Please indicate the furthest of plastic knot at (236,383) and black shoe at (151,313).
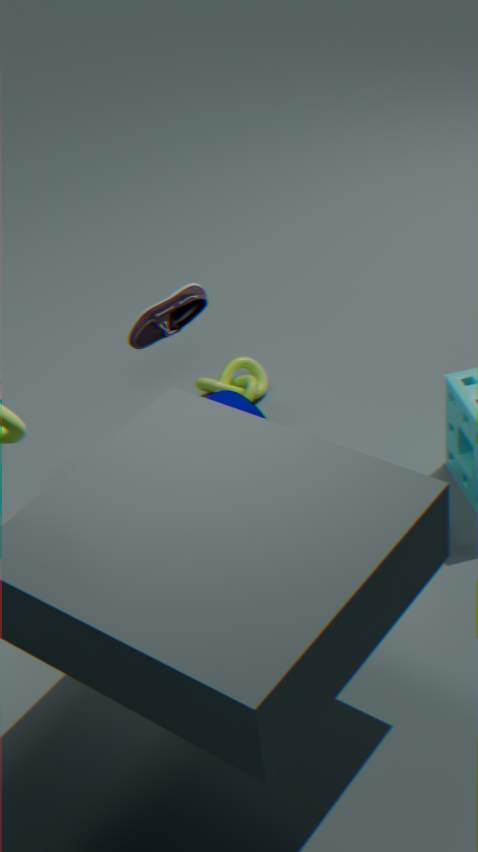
plastic knot at (236,383)
